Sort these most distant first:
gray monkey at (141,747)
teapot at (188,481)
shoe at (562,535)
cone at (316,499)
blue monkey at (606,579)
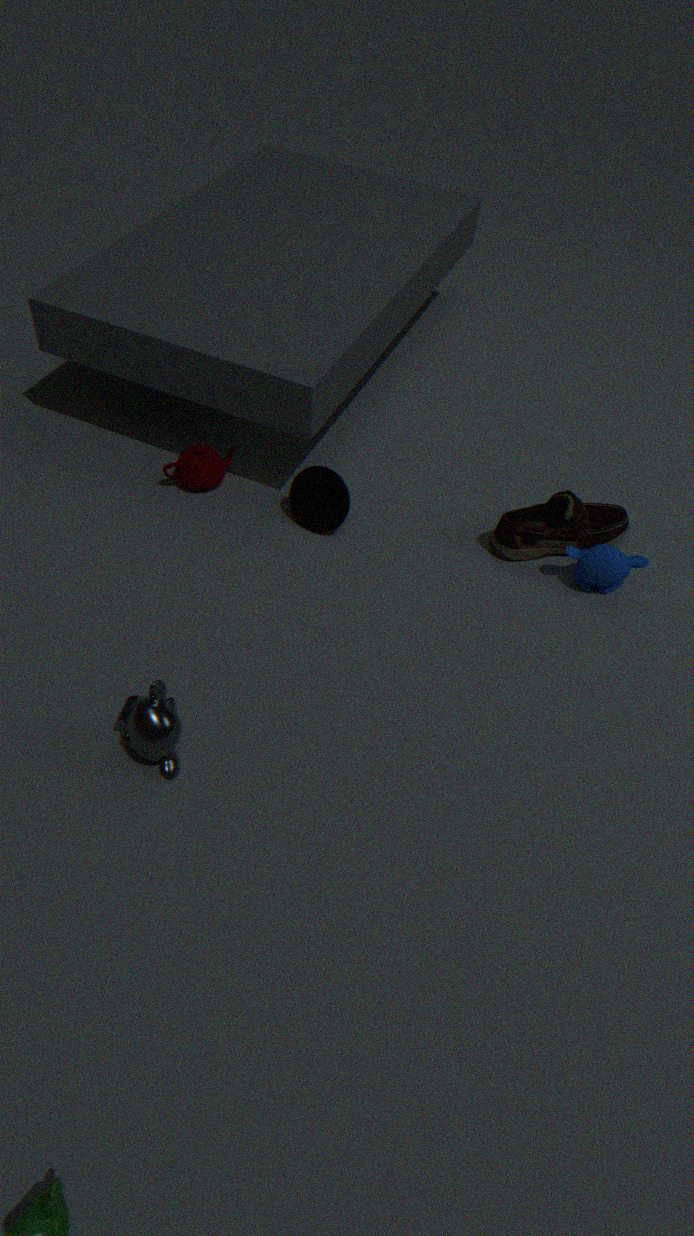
teapot at (188,481)
shoe at (562,535)
cone at (316,499)
blue monkey at (606,579)
gray monkey at (141,747)
